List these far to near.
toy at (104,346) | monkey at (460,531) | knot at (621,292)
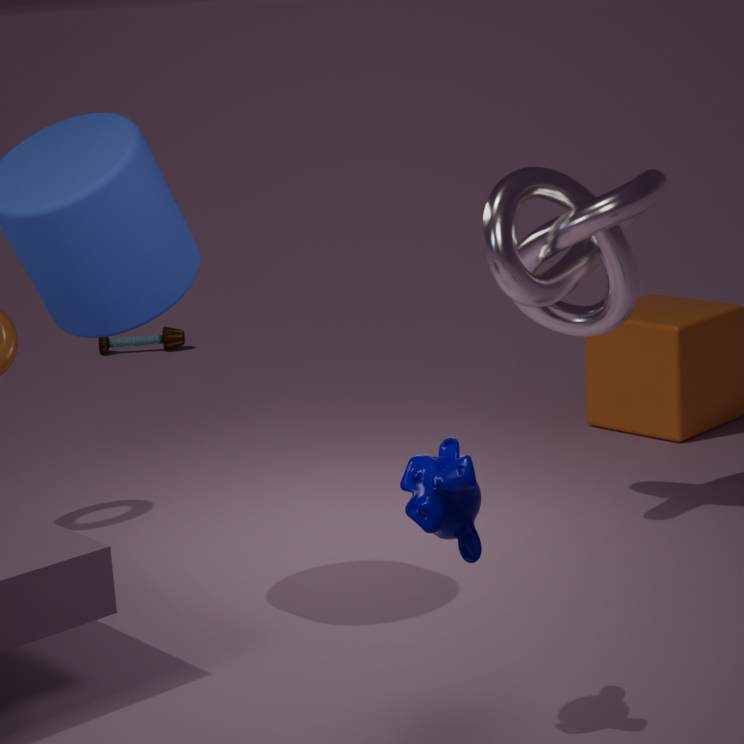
1. toy at (104,346)
2. knot at (621,292)
3. monkey at (460,531)
